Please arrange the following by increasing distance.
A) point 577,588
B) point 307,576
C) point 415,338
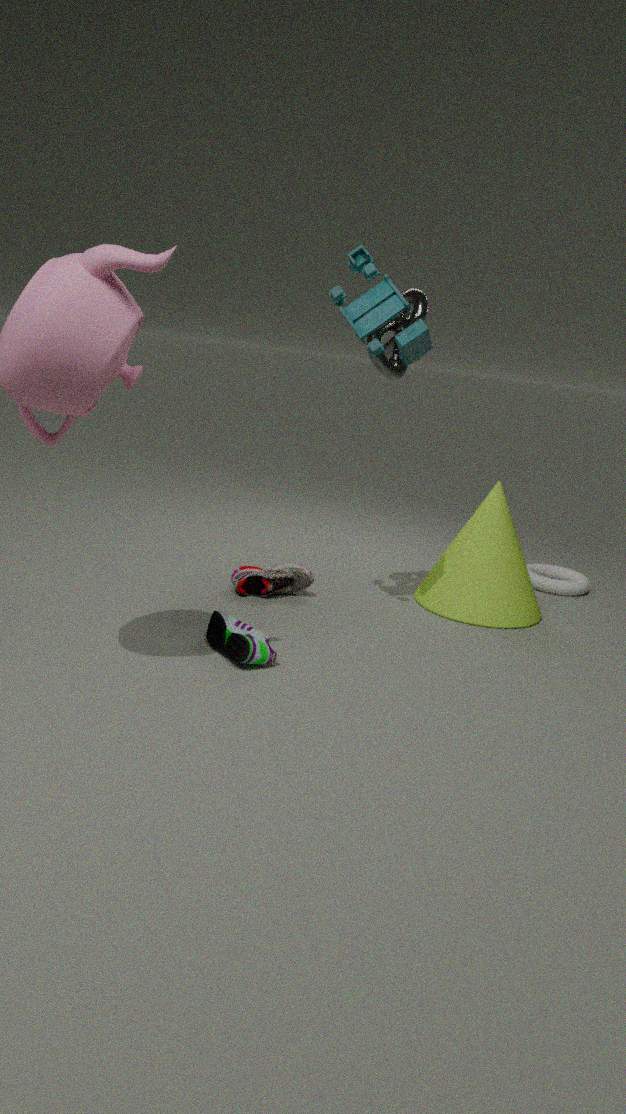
1. point 415,338
2. point 307,576
3. point 577,588
